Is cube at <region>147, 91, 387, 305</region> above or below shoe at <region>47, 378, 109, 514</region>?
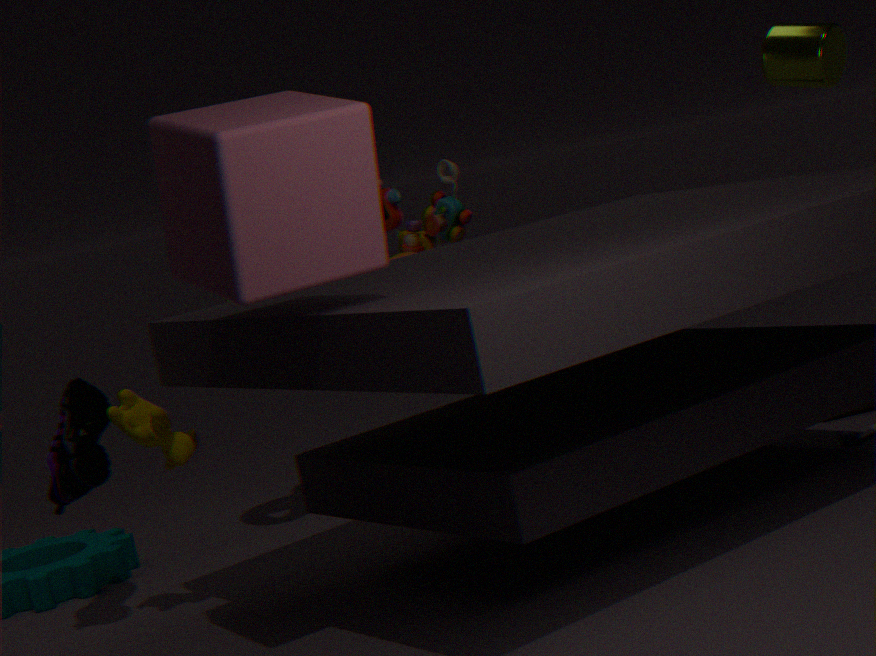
above
